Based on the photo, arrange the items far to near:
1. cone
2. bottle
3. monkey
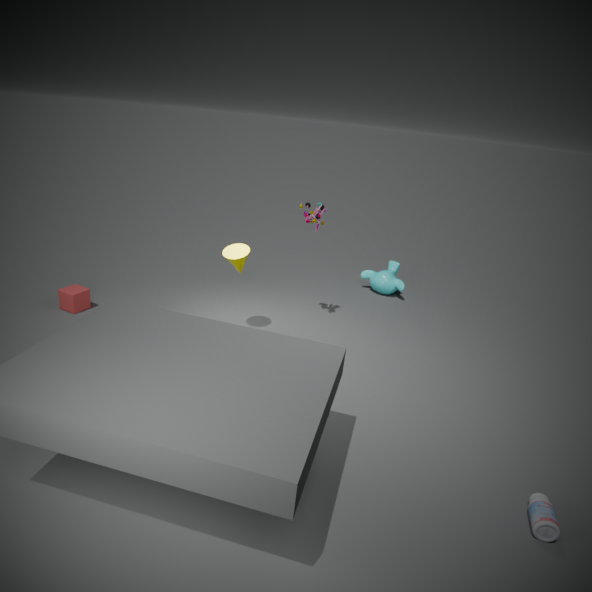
monkey
cone
bottle
